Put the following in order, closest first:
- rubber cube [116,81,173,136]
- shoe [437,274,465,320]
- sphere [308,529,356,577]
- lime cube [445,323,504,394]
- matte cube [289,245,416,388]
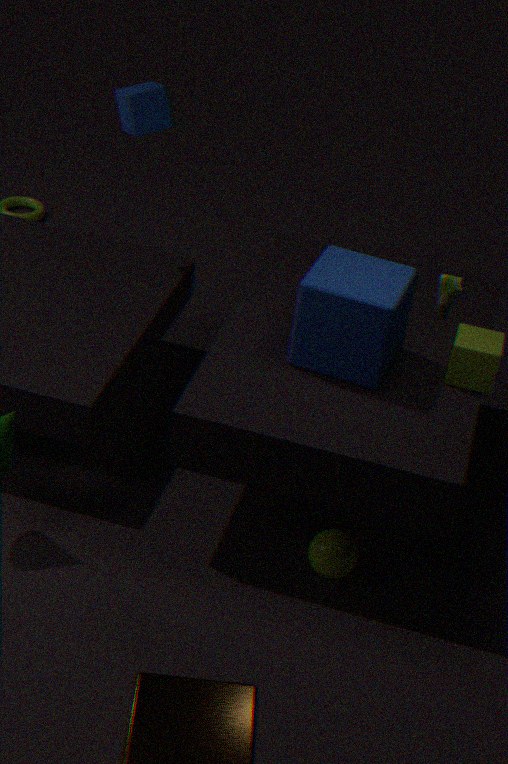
1. shoe [437,274,465,320]
2. matte cube [289,245,416,388]
3. sphere [308,529,356,577]
4. lime cube [445,323,504,394]
5. rubber cube [116,81,173,136]
